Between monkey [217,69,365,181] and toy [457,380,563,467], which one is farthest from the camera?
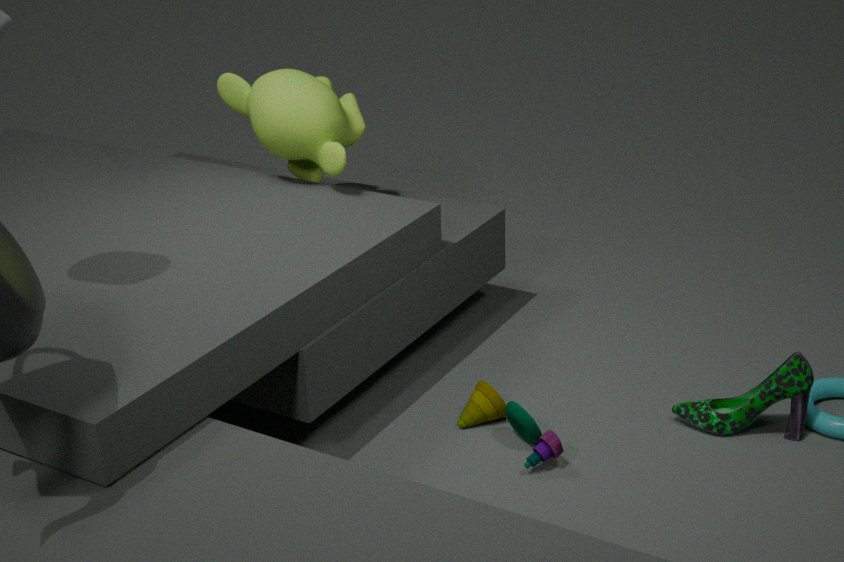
monkey [217,69,365,181]
